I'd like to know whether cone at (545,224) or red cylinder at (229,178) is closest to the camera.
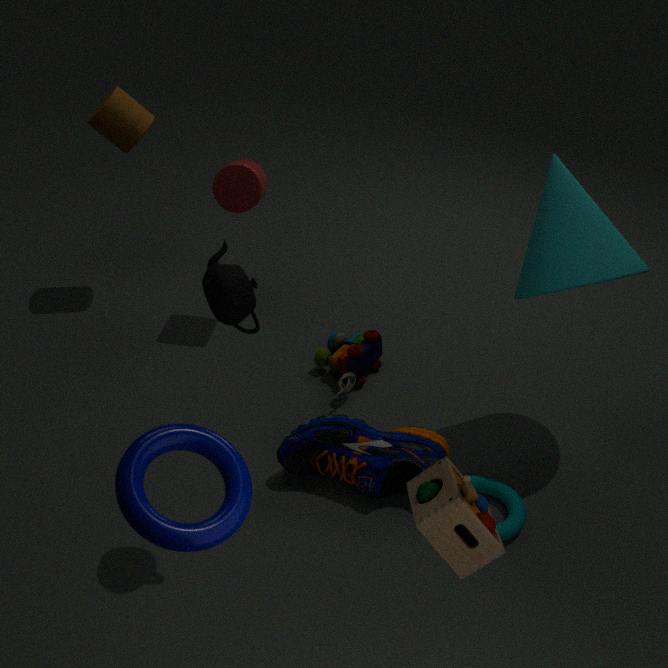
cone at (545,224)
